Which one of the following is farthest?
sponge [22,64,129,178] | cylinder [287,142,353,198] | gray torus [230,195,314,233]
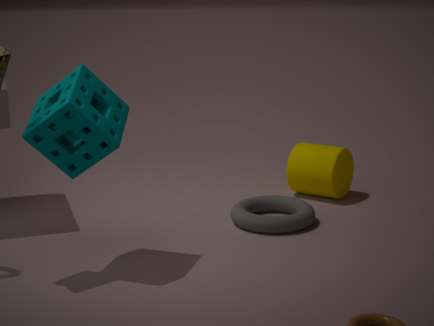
cylinder [287,142,353,198]
